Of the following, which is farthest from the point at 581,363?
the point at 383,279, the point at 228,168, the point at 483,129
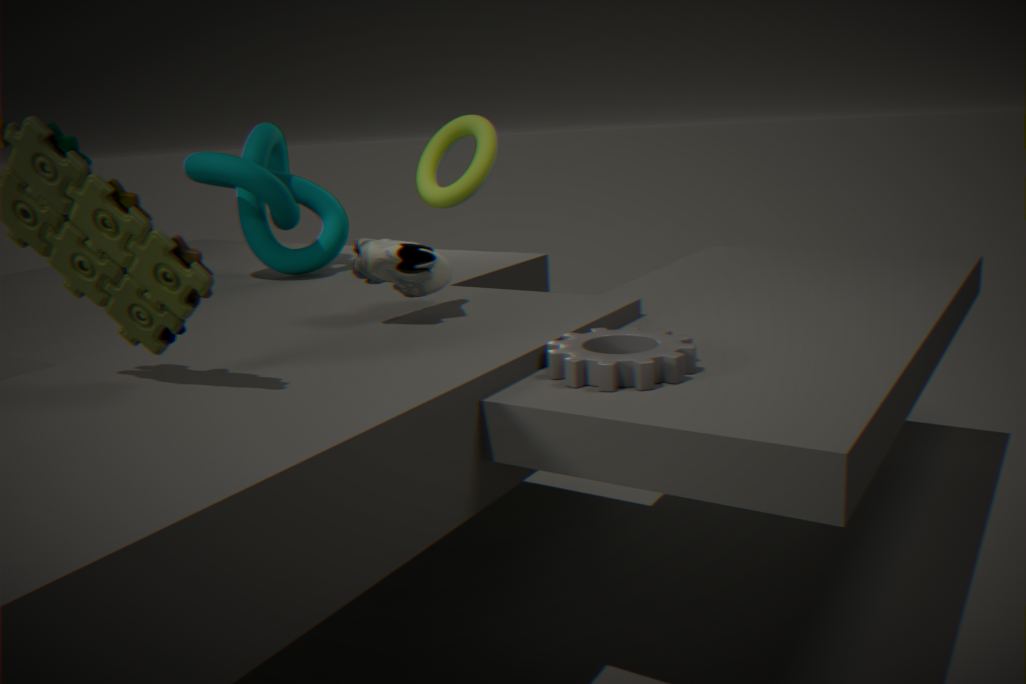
the point at 228,168
